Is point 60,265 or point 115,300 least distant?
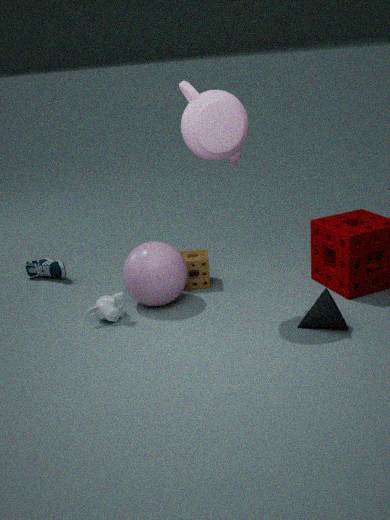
point 115,300
